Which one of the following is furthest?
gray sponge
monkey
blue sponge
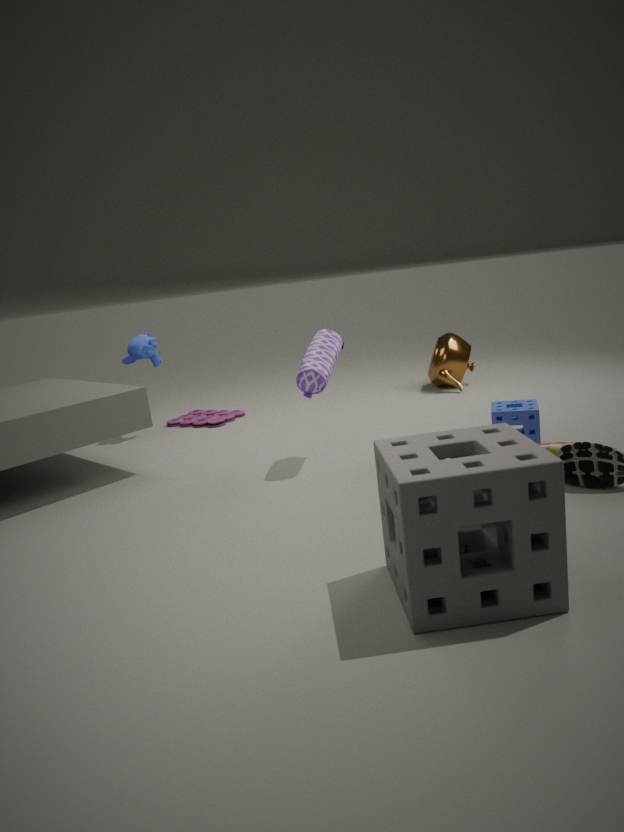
monkey
